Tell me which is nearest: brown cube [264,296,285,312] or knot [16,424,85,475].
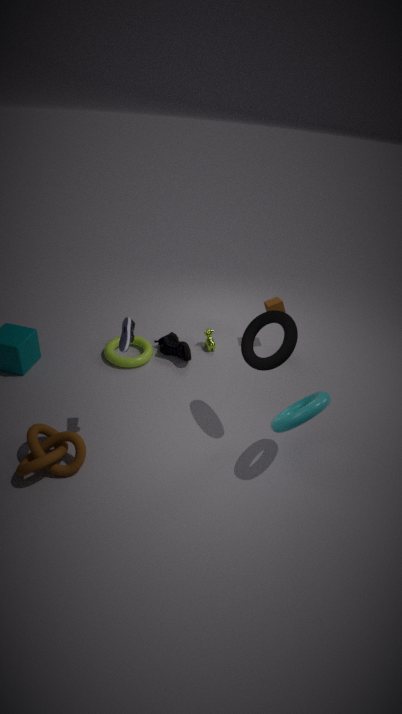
knot [16,424,85,475]
